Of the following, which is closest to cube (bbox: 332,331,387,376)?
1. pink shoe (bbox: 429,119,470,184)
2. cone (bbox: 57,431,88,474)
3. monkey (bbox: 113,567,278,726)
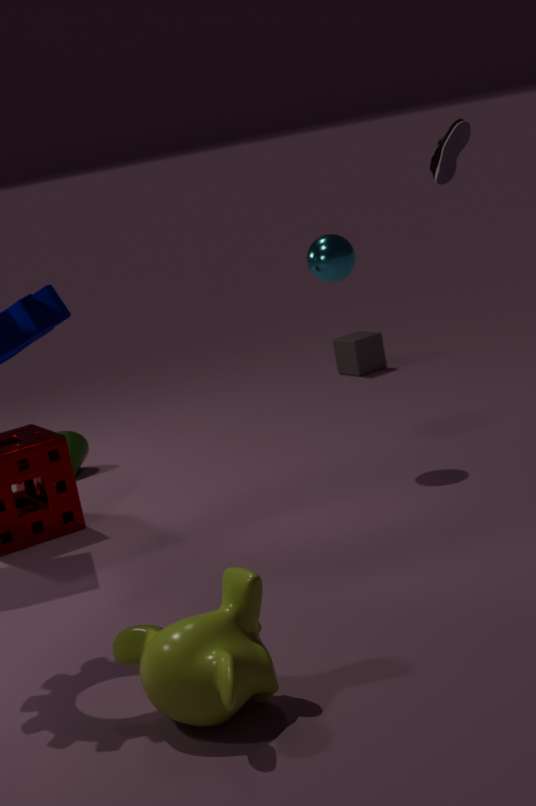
cone (bbox: 57,431,88,474)
